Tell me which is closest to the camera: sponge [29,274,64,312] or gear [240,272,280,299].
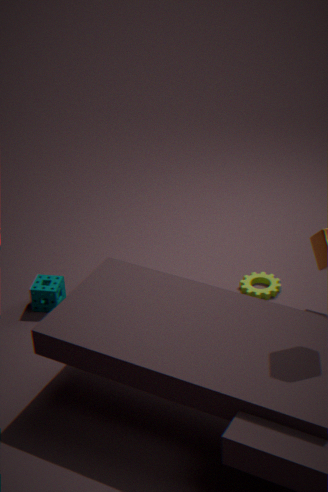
sponge [29,274,64,312]
